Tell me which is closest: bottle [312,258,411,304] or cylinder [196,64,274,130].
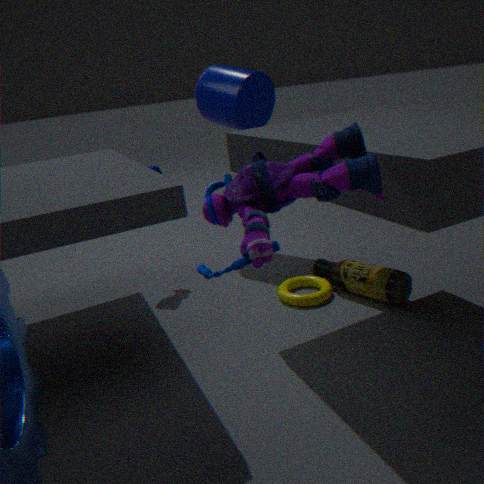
bottle [312,258,411,304]
